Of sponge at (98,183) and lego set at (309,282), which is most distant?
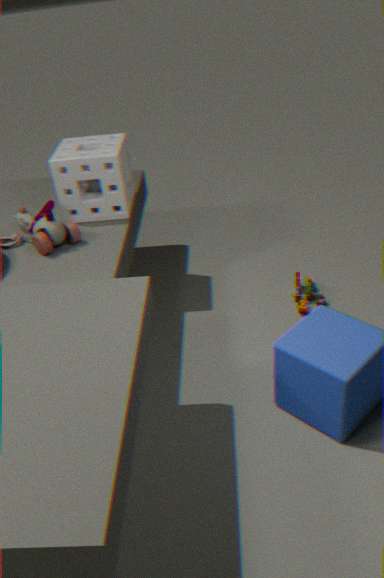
lego set at (309,282)
